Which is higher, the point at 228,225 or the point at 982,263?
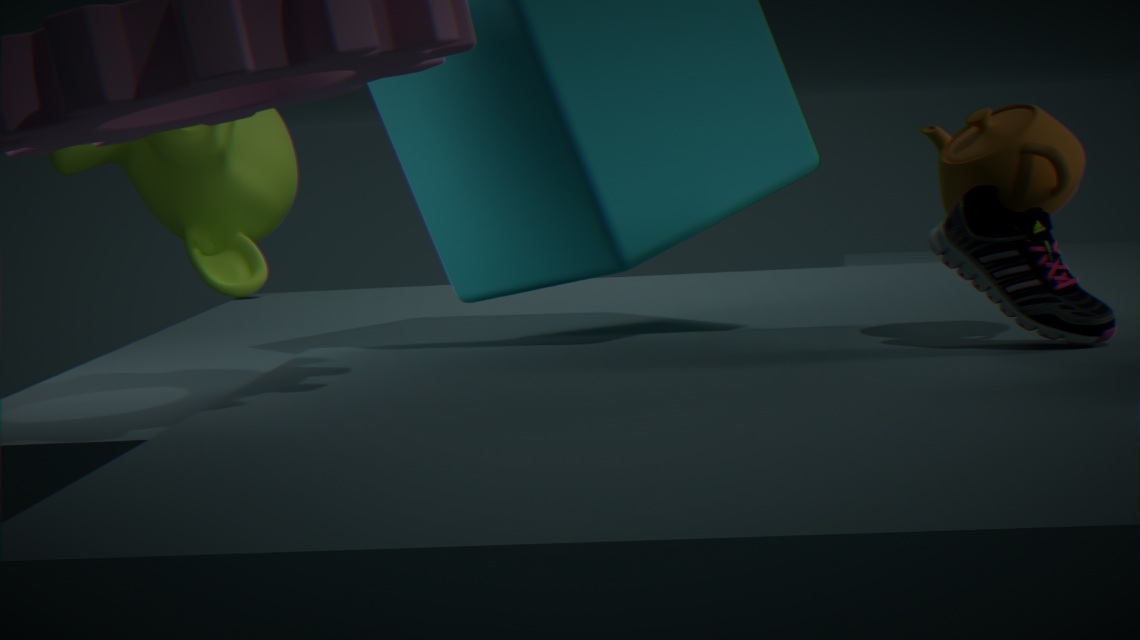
the point at 228,225
